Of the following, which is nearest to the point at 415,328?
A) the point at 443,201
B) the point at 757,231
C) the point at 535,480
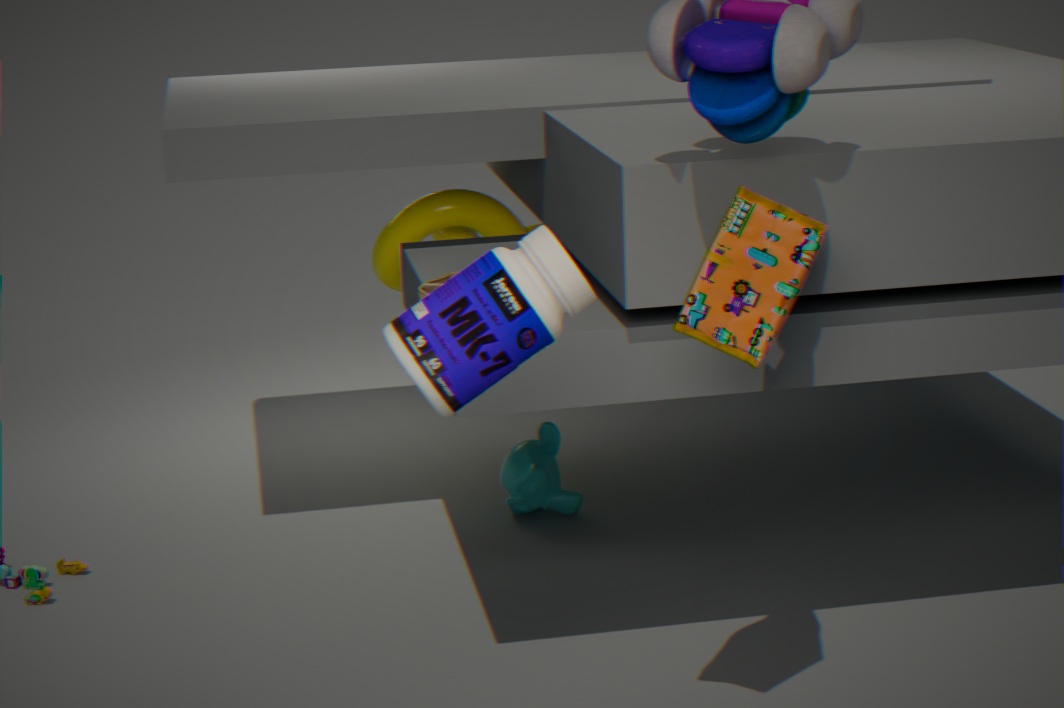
the point at 757,231
